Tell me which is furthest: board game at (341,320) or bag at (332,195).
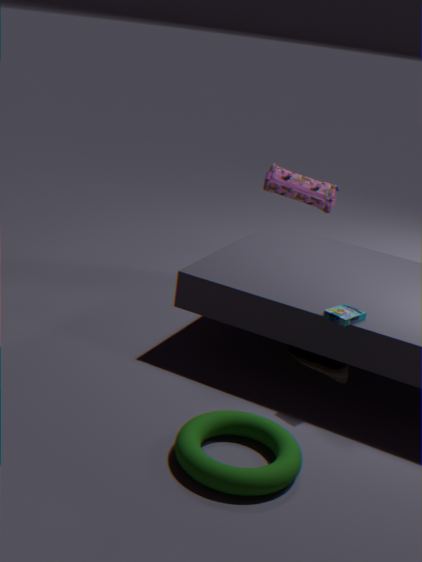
bag at (332,195)
